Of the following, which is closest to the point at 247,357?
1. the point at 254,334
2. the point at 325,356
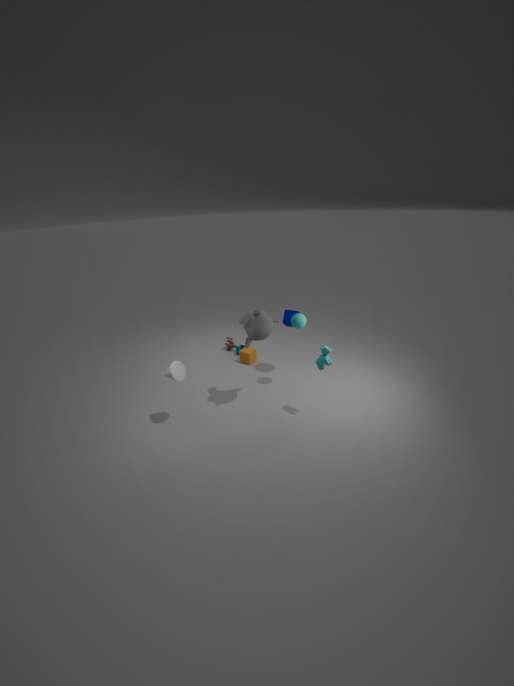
the point at 254,334
